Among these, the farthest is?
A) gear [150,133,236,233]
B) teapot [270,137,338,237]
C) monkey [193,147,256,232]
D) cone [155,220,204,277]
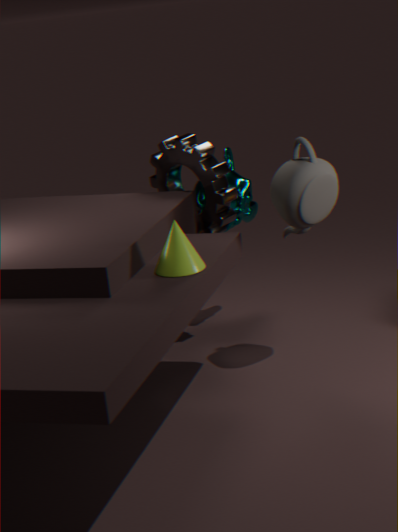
monkey [193,147,256,232]
